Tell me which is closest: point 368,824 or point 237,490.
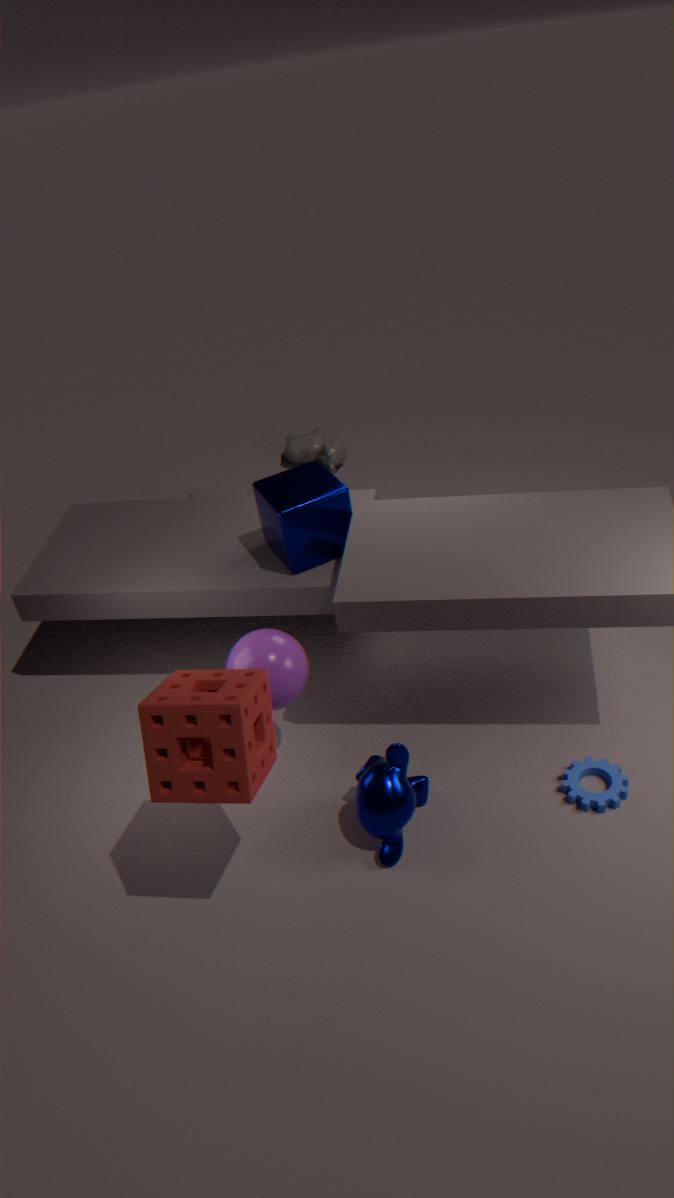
point 368,824
